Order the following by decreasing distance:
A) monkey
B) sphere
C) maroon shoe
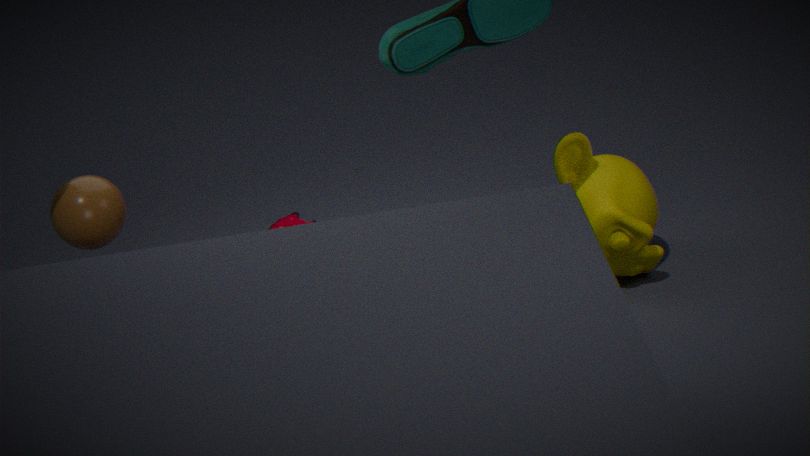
maroon shoe
monkey
sphere
